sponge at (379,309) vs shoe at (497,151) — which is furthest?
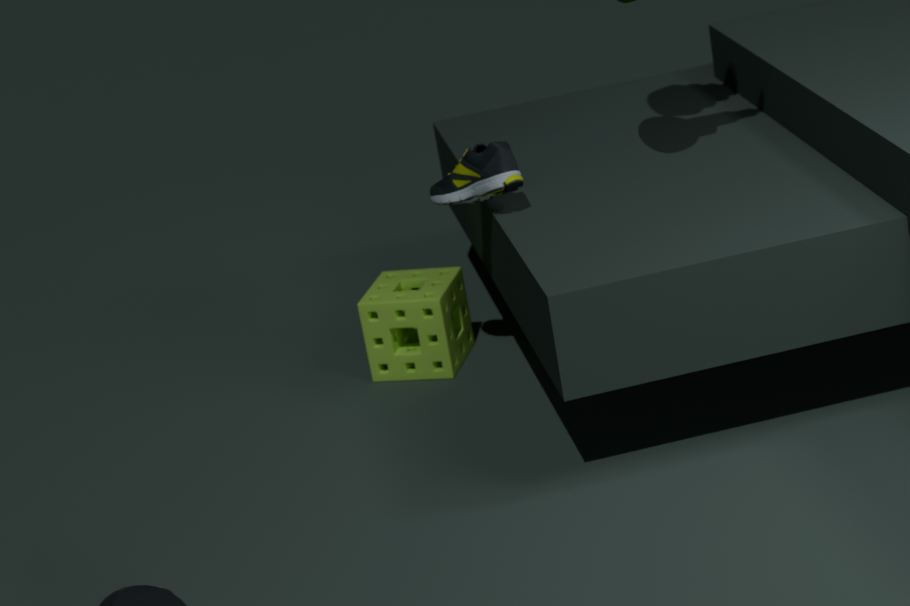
sponge at (379,309)
